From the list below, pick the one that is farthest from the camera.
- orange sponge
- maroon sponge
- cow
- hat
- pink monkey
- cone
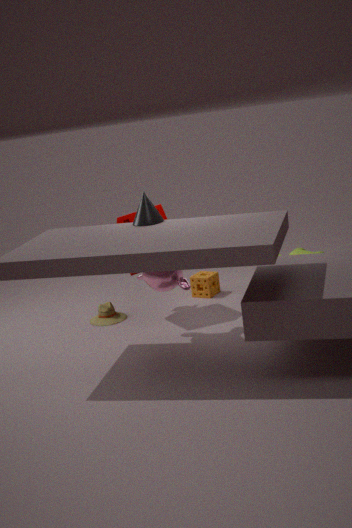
cow
